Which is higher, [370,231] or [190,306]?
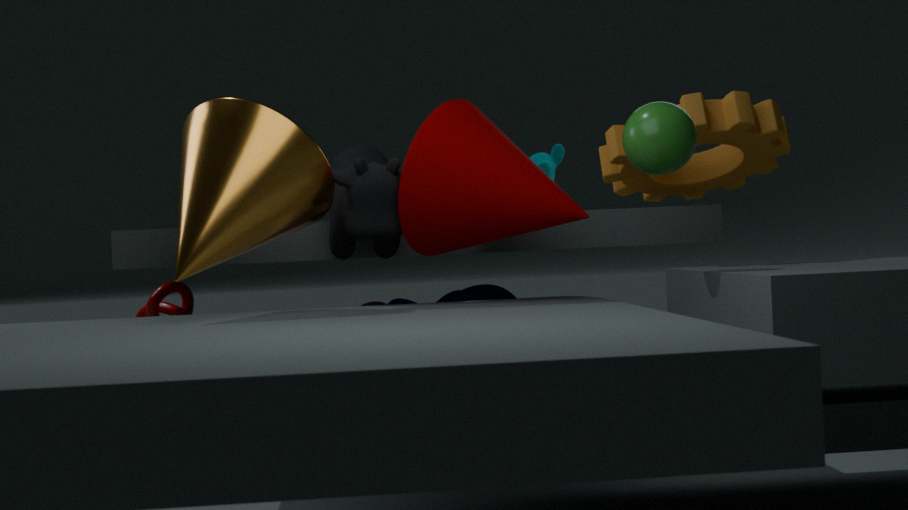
[370,231]
